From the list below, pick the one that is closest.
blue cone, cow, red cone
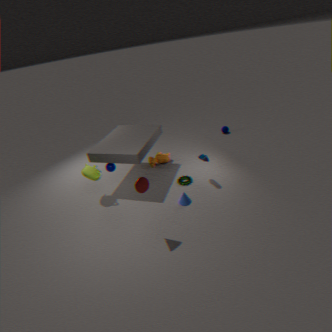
red cone
